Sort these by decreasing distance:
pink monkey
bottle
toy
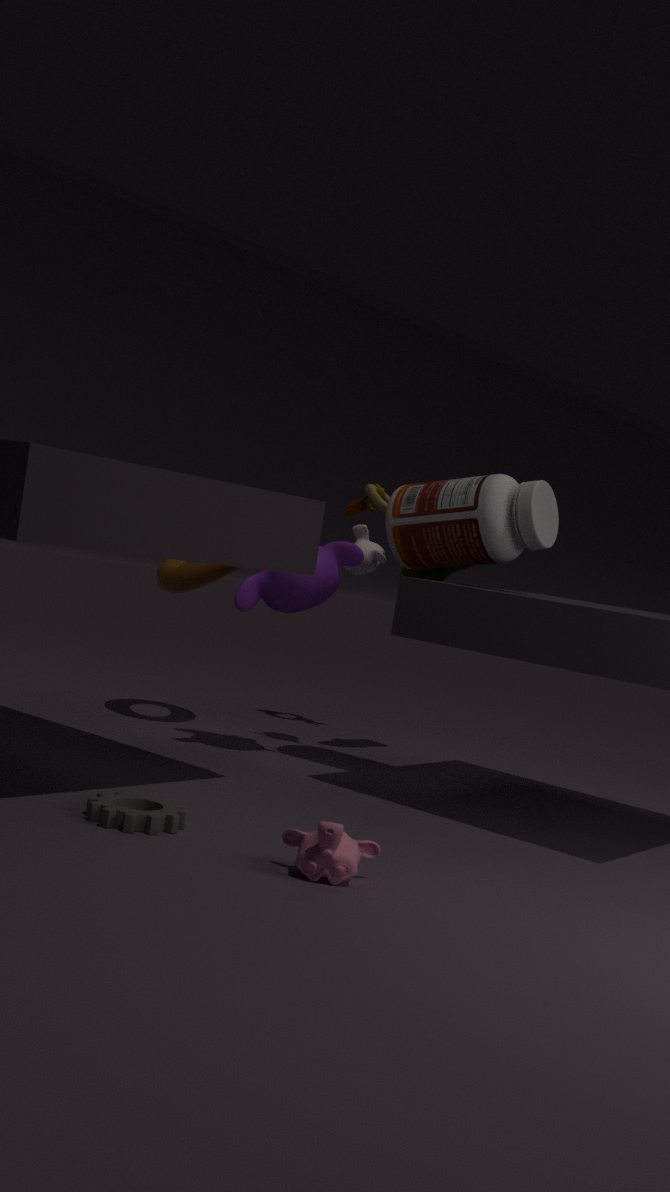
1. toy
2. bottle
3. pink monkey
